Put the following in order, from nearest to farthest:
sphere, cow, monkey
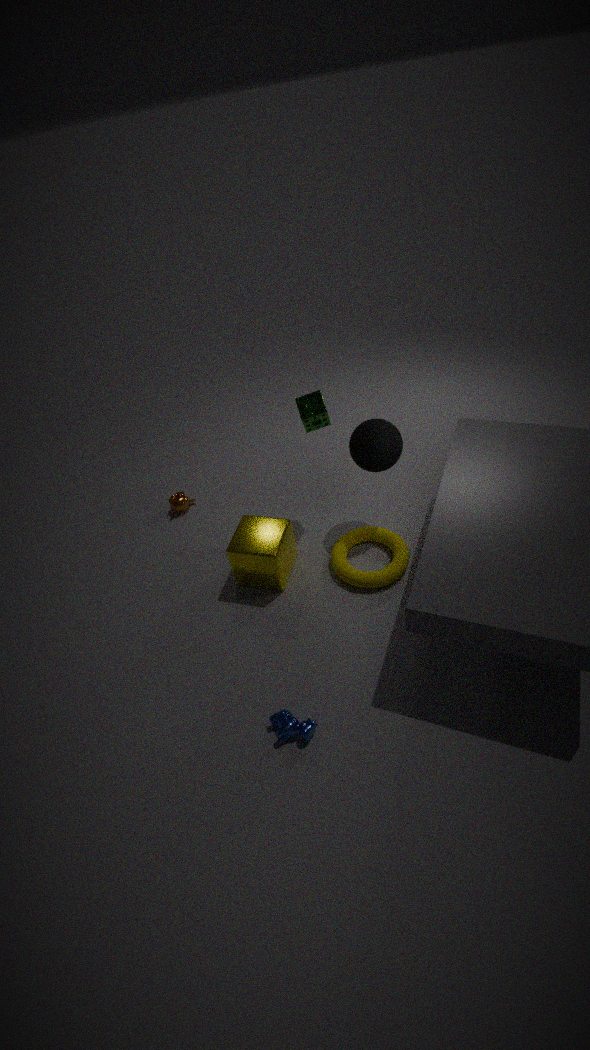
cow
sphere
monkey
